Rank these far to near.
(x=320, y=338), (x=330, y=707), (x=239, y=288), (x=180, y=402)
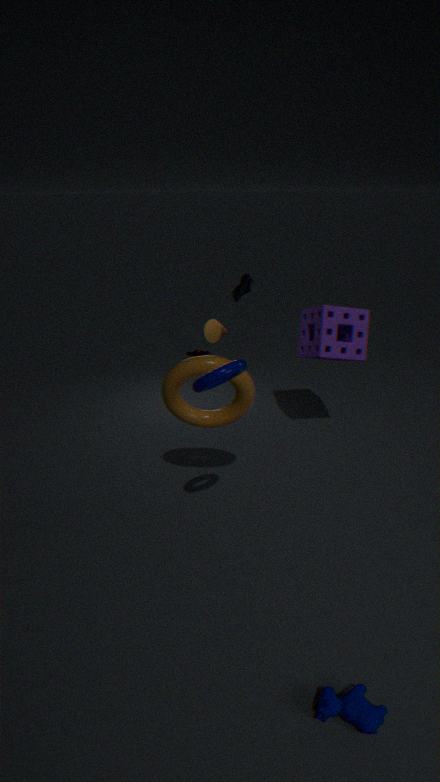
1. (x=239, y=288)
2. (x=320, y=338)
3. (x=180, y=402)
4. (x=330, y=707)
